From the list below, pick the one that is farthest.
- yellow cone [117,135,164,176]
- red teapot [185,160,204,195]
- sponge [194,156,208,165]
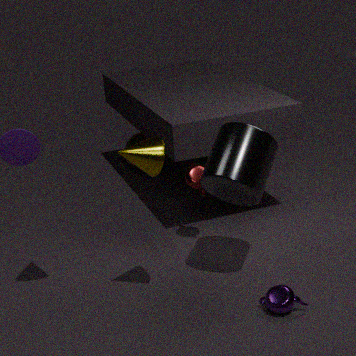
sponge [194,156,208,165]
